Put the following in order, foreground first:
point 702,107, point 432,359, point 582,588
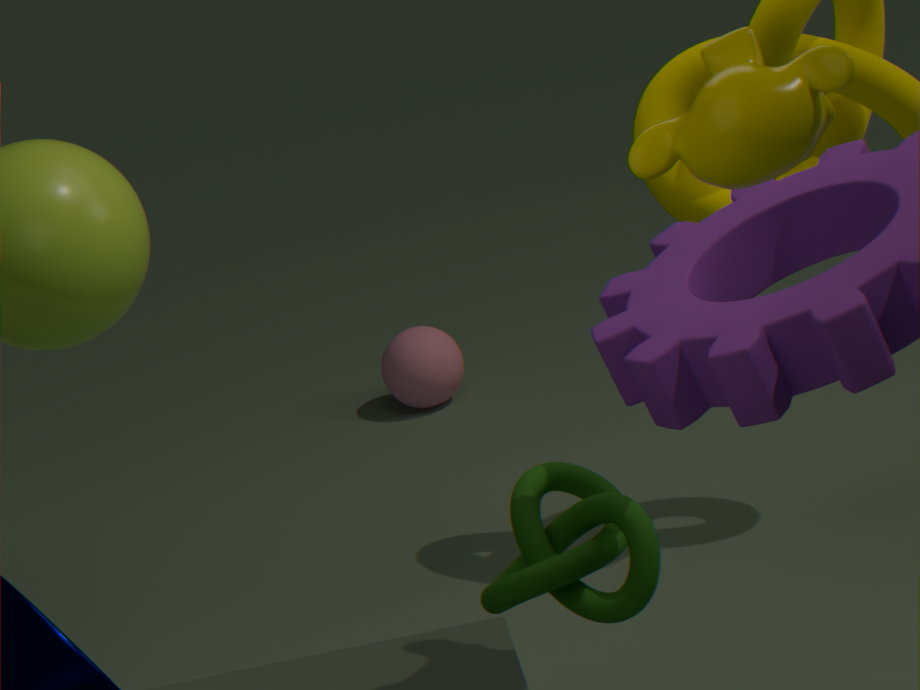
point 702,107
point 582,588
point 432,359
